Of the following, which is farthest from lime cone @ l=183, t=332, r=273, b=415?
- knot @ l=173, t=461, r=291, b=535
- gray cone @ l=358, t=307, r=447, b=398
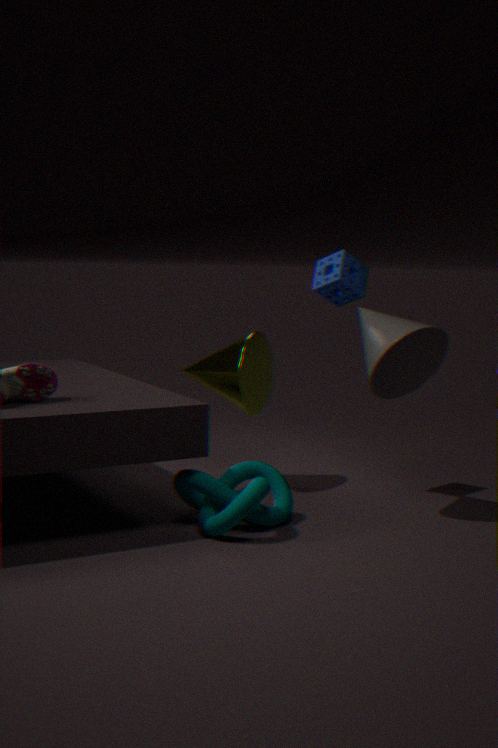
gray cone @ l=358, t=307, r=447, b=398
